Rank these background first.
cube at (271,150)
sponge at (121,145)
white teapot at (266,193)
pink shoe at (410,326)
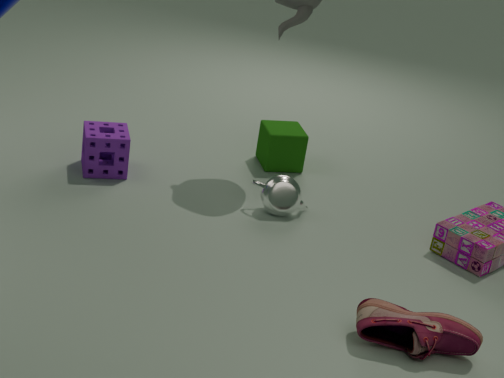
cube at (271,150) → sponge at (121,145) → white teapot at (266,193) → pink shoe at (410,326)
